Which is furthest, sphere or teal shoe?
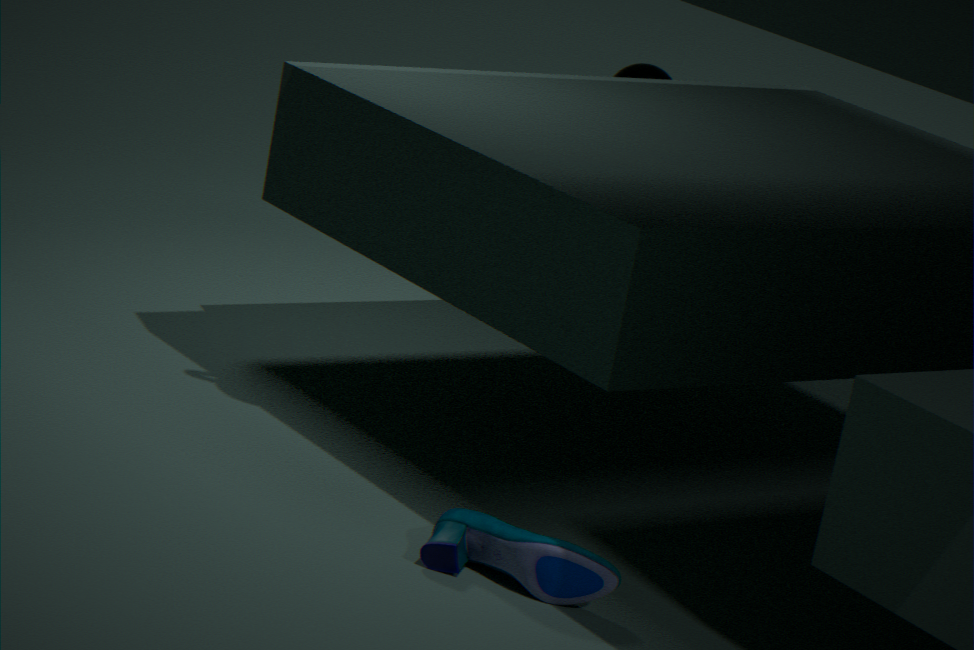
sphere
